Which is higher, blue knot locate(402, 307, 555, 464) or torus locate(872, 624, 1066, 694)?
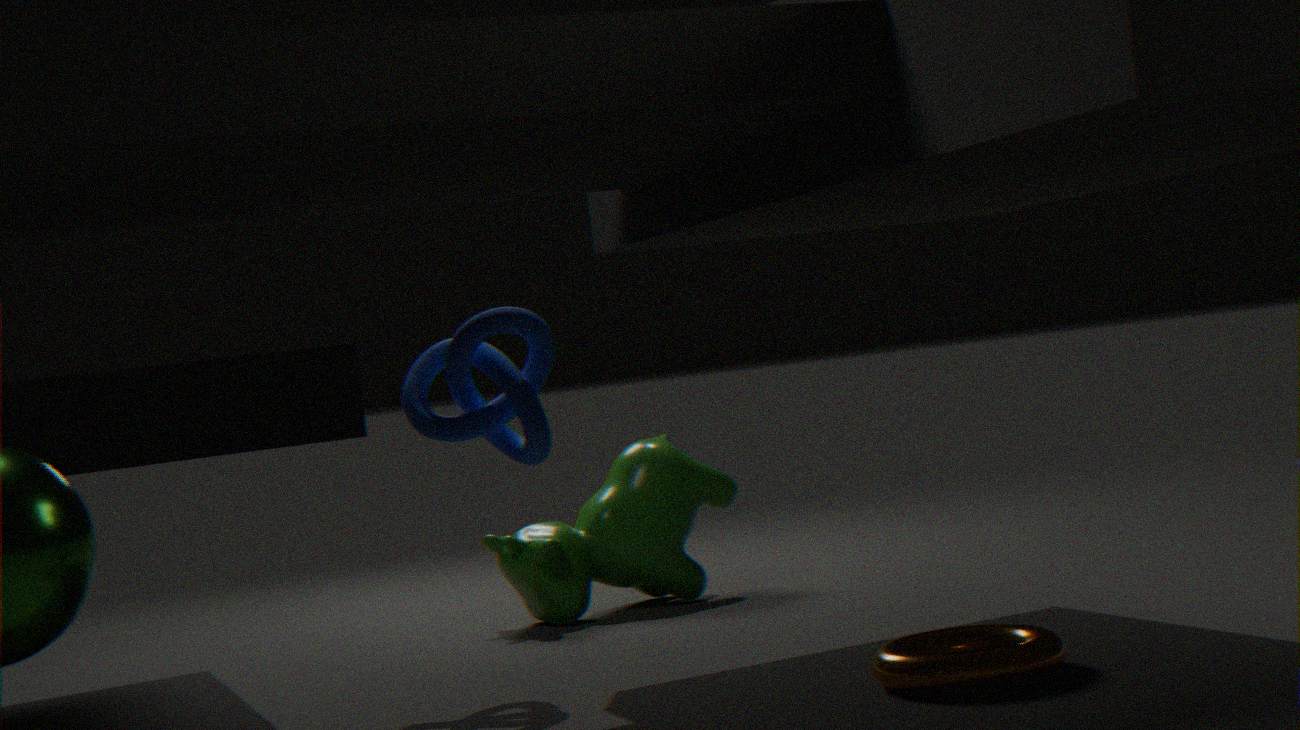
blue knot locate(402, 307, 555, 464)
